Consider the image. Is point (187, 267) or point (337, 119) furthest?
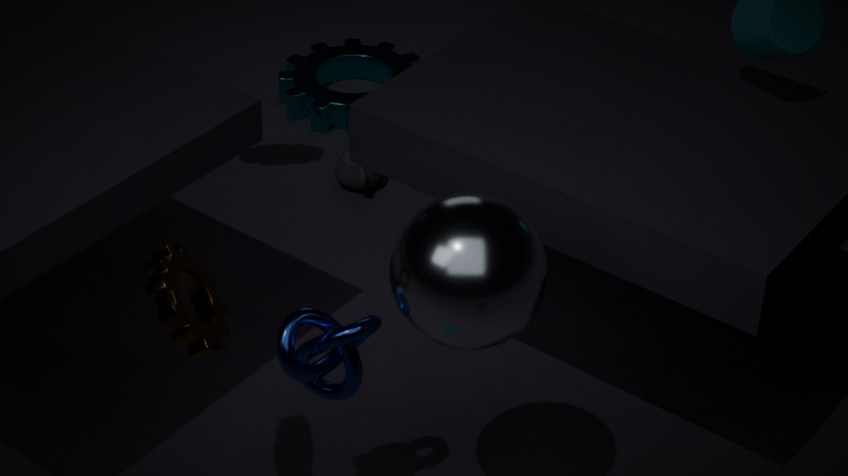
point (337, 119)
